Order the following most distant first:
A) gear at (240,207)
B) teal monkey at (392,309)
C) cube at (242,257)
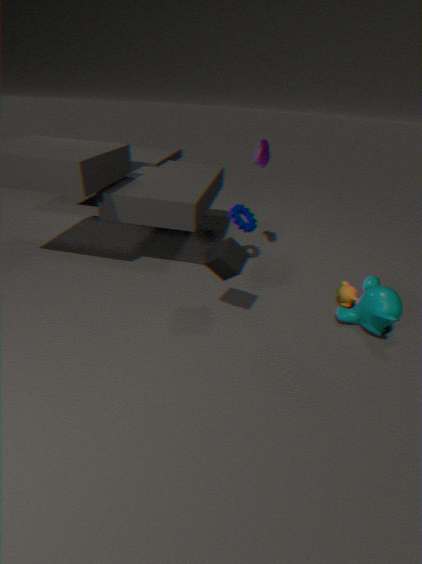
1. gear at (240,207)
2. teal monkey at (392,309)
3. cube at (242,257)
